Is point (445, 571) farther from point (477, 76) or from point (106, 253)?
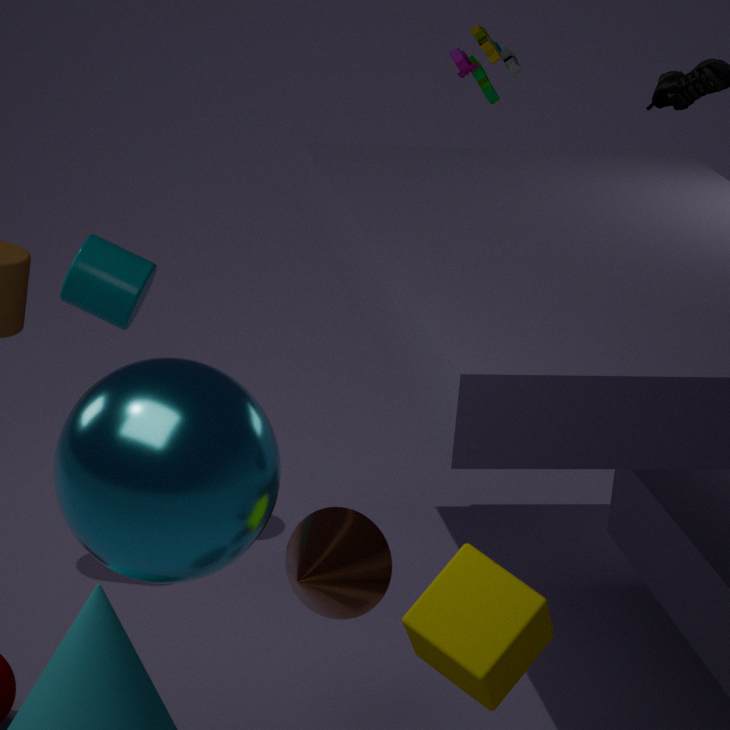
point (477, 76)
